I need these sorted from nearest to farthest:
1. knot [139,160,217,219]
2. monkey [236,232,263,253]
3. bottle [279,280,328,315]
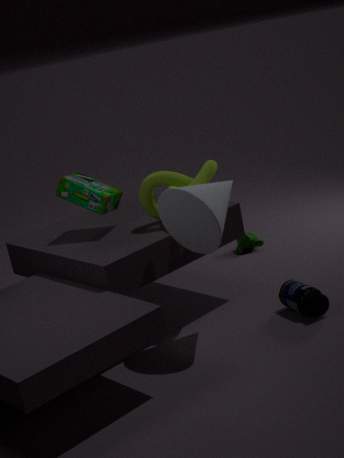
bottle [279,280,328,315], knot [139,160,217,219], monkey [236,232,263,253]
